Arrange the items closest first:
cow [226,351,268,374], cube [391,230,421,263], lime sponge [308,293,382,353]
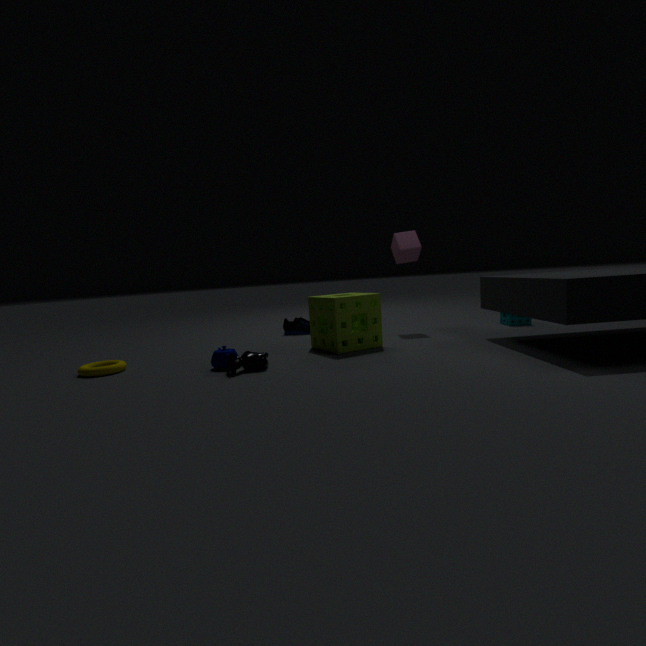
cow [226,351,268,374] < lime sponge [308,293,382,353] < cube [391,230,421,263]
